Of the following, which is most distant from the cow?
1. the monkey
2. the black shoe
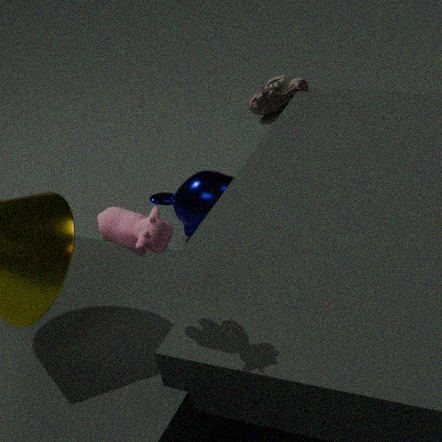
the black shoe
